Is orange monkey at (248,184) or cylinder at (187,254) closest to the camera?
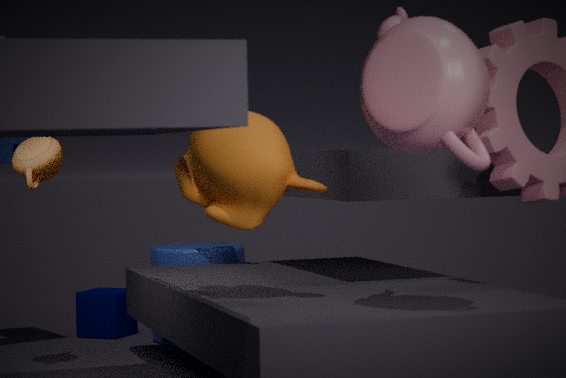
orange monkey at (248,184)
